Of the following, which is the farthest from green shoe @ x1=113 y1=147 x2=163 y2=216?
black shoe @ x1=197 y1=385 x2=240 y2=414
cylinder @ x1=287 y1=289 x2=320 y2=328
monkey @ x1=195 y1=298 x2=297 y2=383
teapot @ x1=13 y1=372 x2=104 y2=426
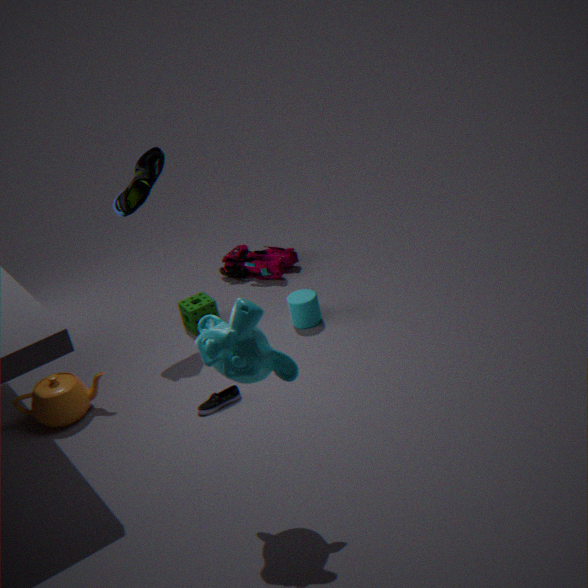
monkey @ x1=195 y1=298 x2=297 y2=383
